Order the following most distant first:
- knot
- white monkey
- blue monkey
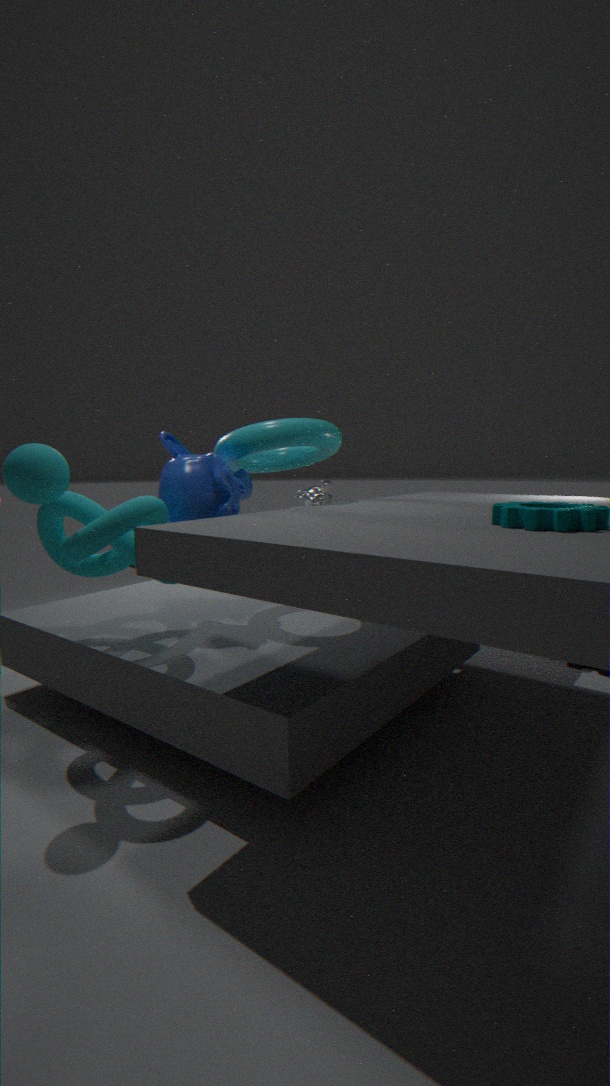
1. white monkey
2. blue monkey
3. knot
